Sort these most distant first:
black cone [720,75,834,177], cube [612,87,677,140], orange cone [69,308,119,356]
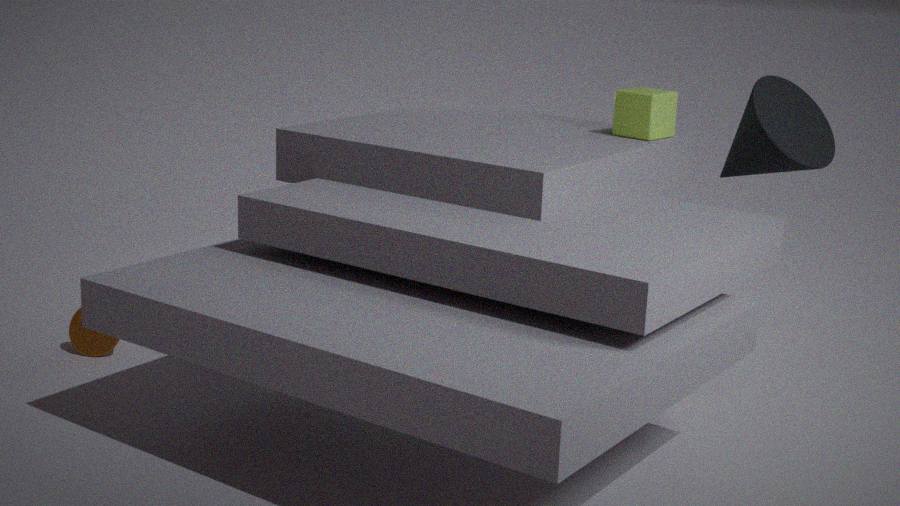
orange cone [69,308,119,356], cube [612,87,677,140], black cone [720,75,834,177]
